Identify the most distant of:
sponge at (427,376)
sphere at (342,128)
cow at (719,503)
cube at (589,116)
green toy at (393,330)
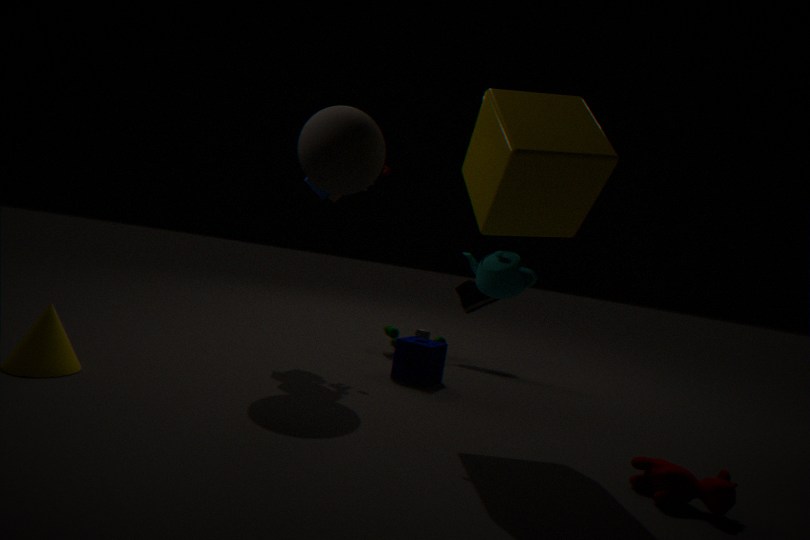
green toy at (393,330)
